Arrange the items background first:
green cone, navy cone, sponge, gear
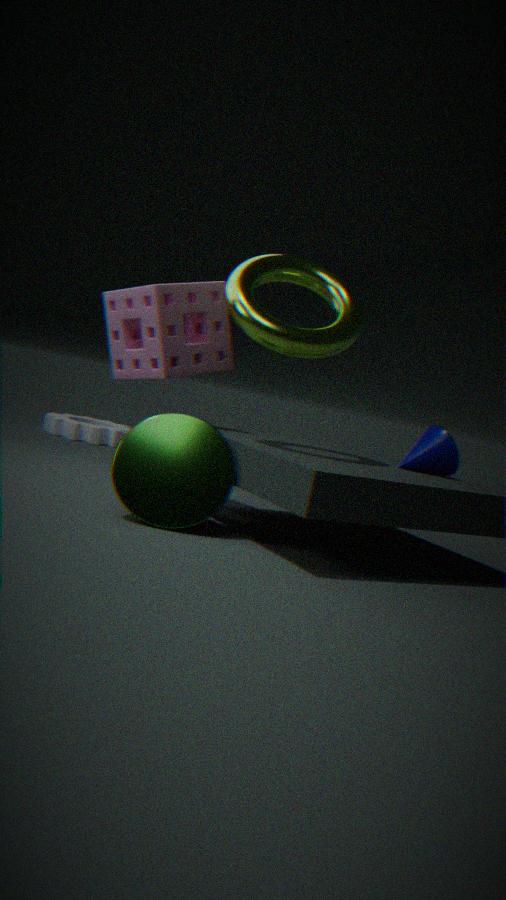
gear → navy cone → sponge → green cone
